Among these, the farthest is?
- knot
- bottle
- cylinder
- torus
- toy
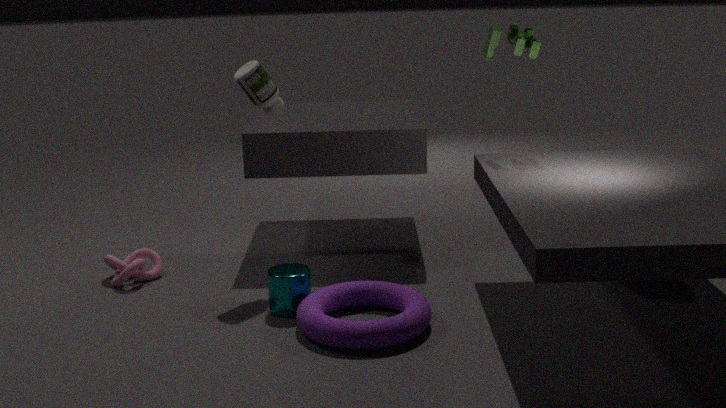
knot
